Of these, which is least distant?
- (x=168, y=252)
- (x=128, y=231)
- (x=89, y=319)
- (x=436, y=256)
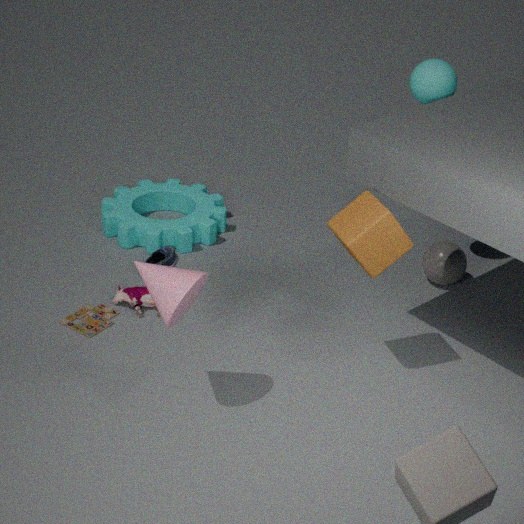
(x=89, y=319)
